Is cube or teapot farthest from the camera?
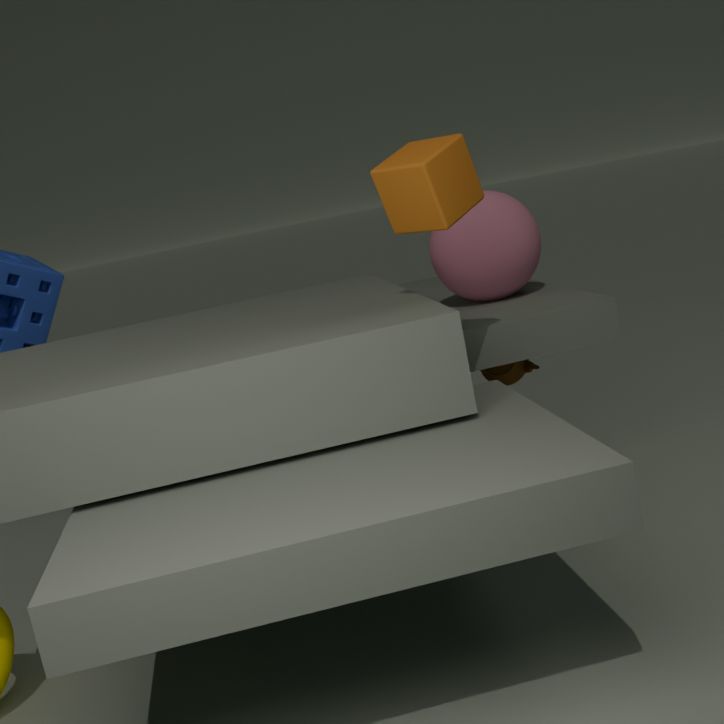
teapot
